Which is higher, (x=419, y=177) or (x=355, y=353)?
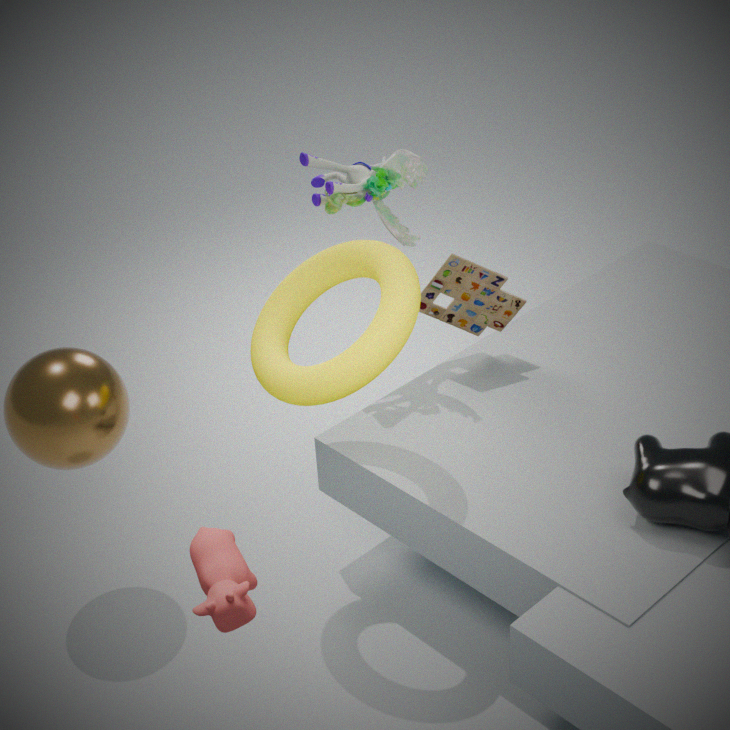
(x=419, y=177)
